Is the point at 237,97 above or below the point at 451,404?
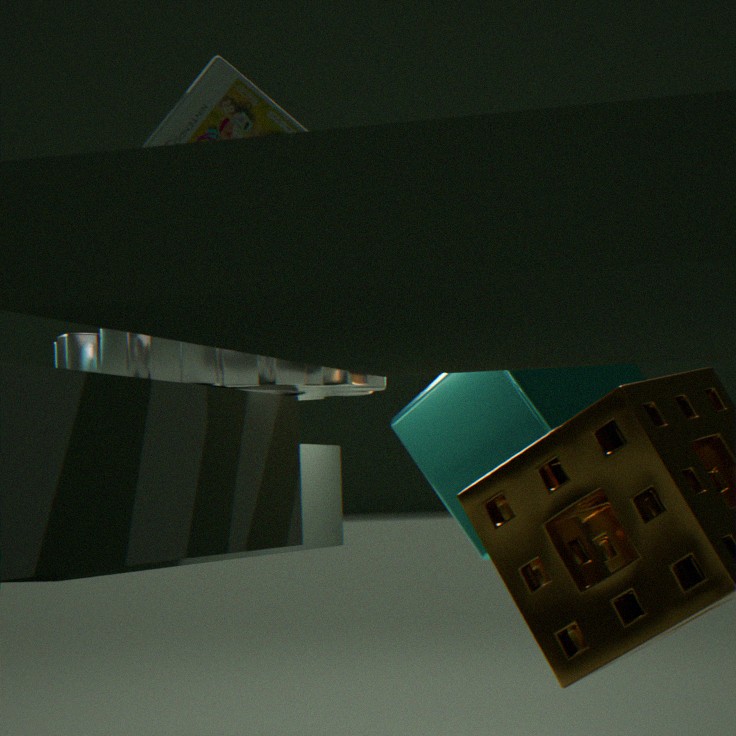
above
